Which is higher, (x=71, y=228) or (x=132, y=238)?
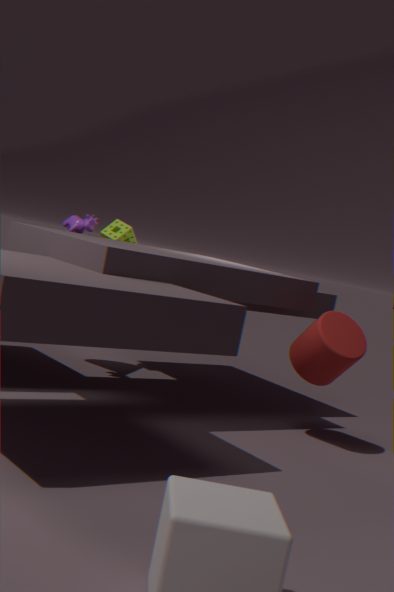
(x=71, y=228)
